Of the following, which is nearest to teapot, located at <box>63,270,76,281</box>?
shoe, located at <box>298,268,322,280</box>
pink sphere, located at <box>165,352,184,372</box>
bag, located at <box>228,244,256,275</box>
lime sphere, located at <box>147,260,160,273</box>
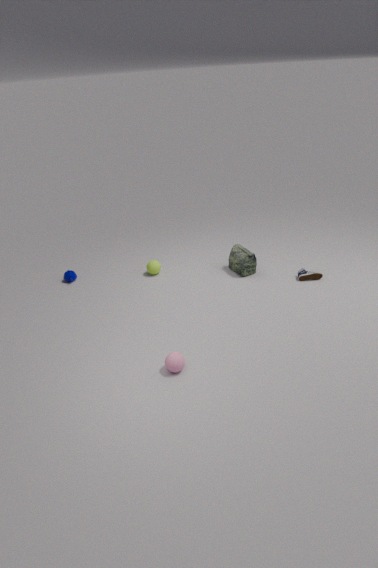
lime sphere, located at <box>147,260,160,273</box>
